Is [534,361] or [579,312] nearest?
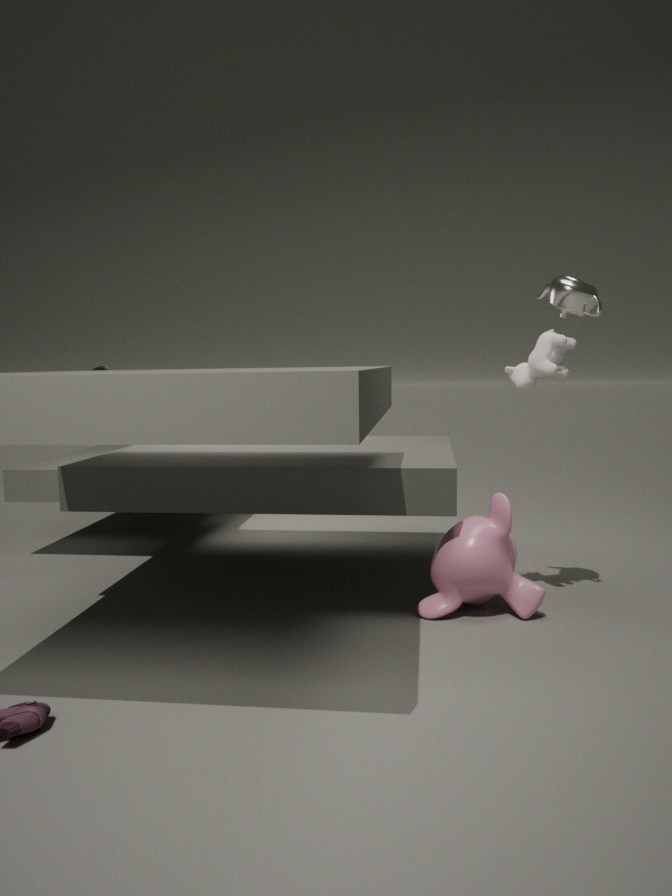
[579,312]
